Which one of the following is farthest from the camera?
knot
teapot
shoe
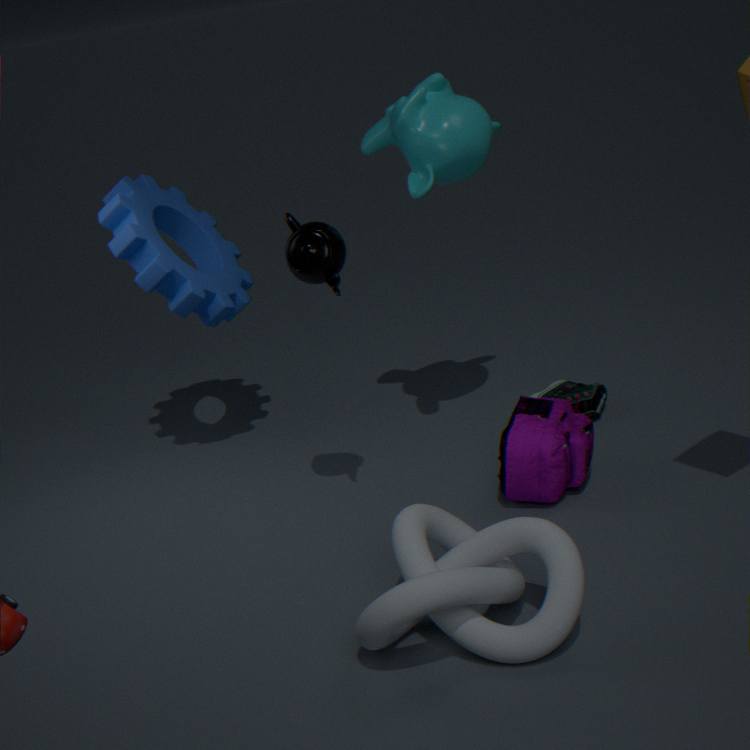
shoe
